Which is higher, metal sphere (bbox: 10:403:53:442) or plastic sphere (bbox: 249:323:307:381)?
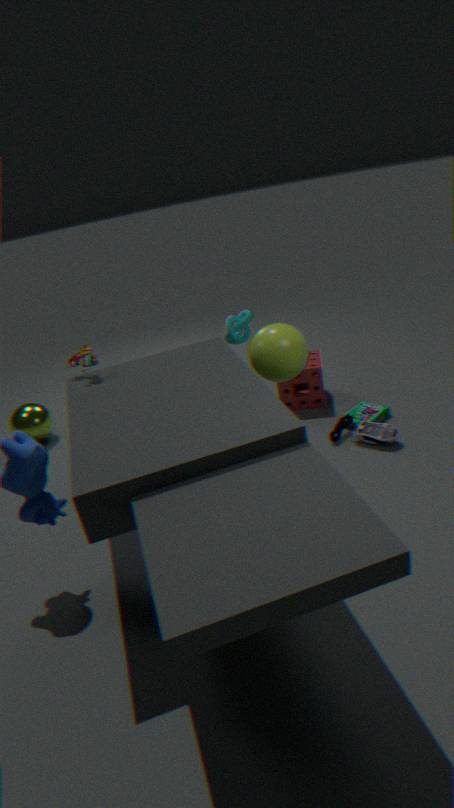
plastic sphere (bbox: 249:323:307:381)
